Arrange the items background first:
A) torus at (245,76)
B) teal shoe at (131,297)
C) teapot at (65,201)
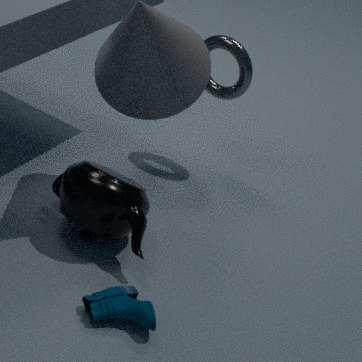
1. torus at (245,76)
2. teapot at (65,201)
3. teal shoe at (131,297)
